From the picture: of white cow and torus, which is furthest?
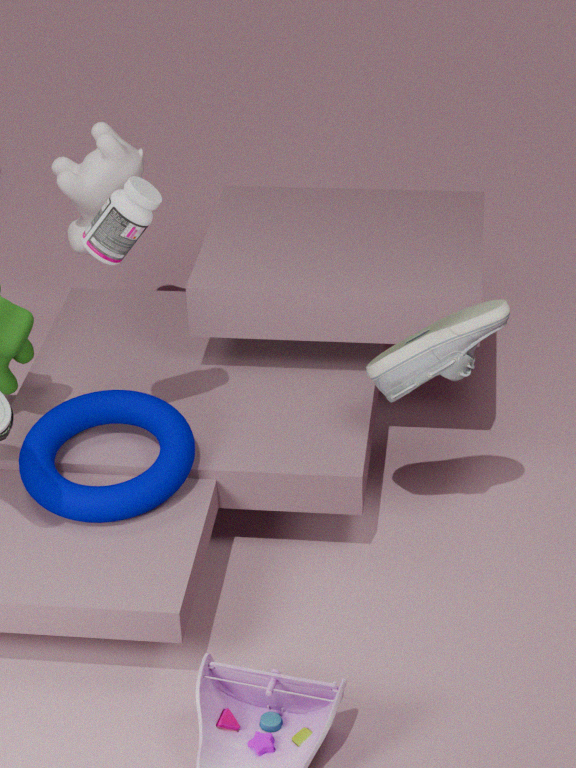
white cow
